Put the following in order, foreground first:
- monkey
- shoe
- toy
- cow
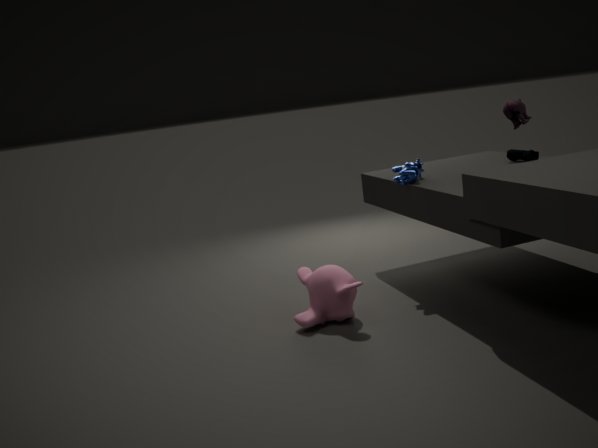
toy < monkey < cow < shoe
